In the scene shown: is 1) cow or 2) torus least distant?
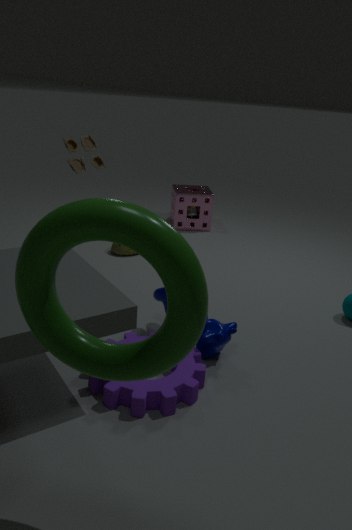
2. torus
